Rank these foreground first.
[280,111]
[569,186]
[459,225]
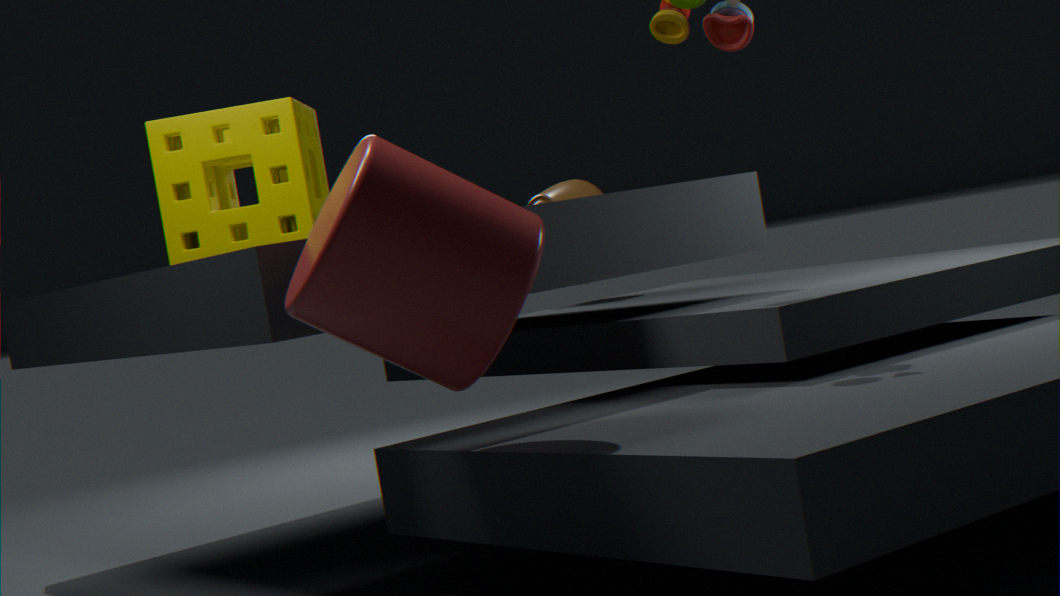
[459,225] < [280,111] < [569,186]
